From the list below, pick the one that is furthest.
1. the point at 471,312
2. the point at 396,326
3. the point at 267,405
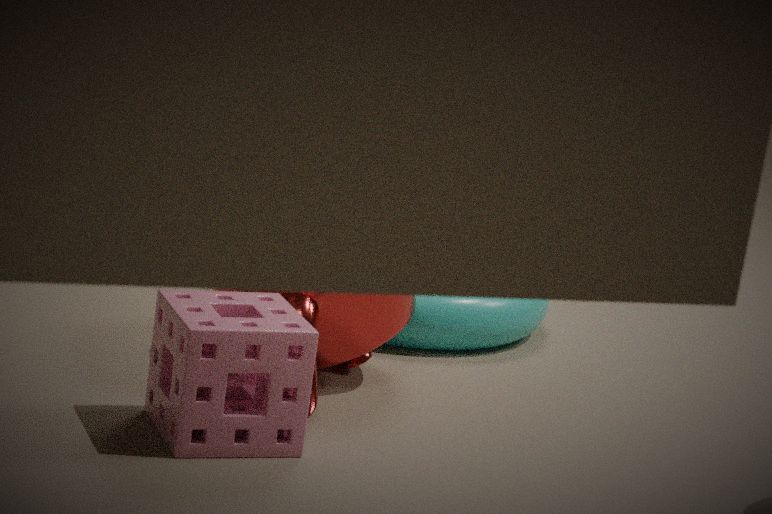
the point at 471,312
